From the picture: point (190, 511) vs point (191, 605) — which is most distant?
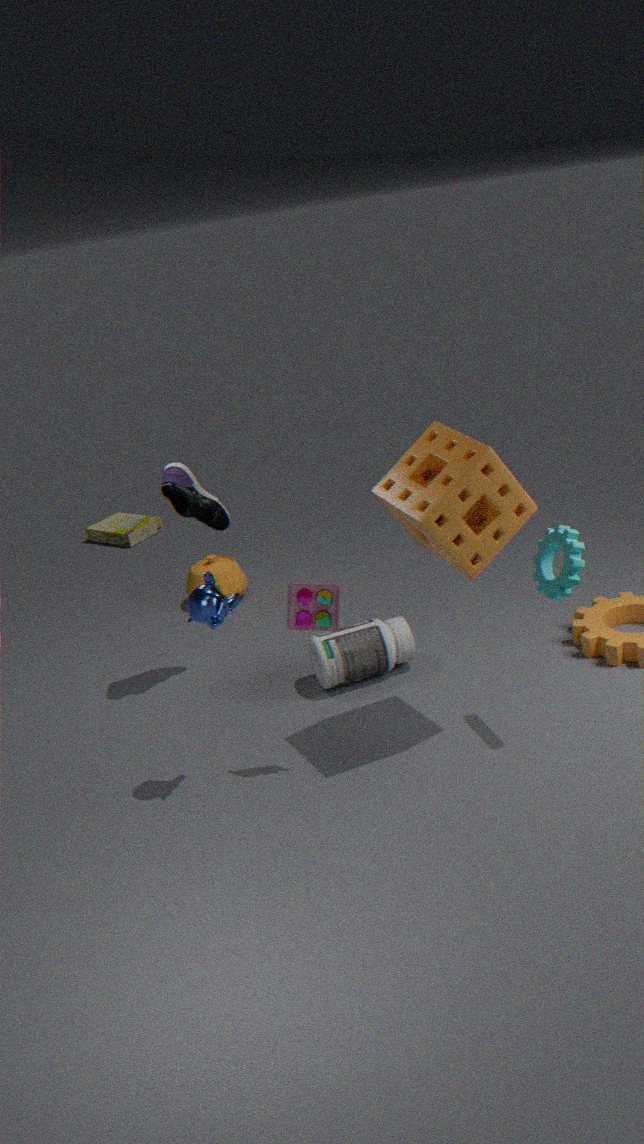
point (190, 511)
